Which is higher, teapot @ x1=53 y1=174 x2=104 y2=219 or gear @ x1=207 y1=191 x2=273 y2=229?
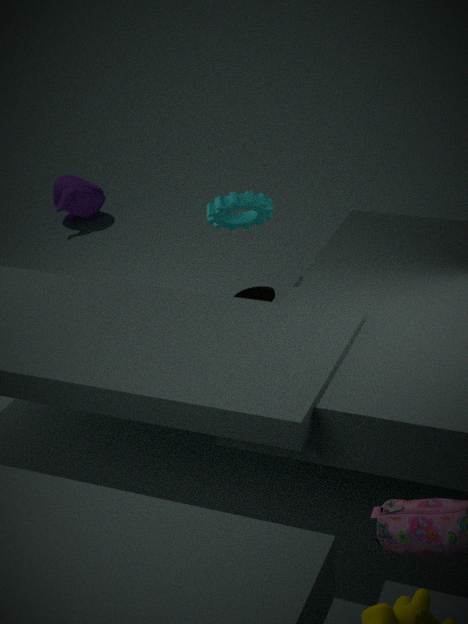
gear @ x1=207 y1=191 x2=273 y2=229
